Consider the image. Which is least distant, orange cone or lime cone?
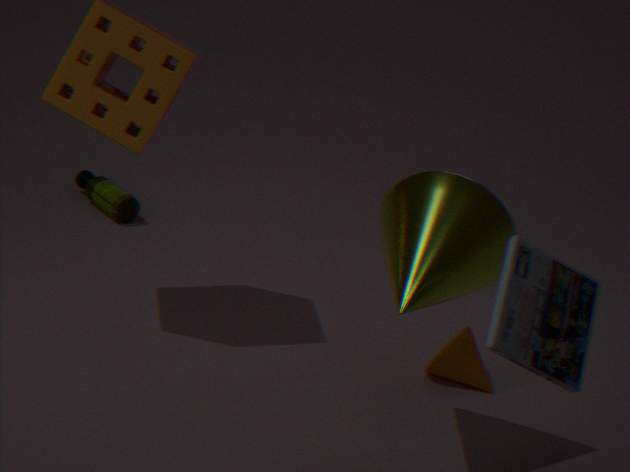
lime cone
